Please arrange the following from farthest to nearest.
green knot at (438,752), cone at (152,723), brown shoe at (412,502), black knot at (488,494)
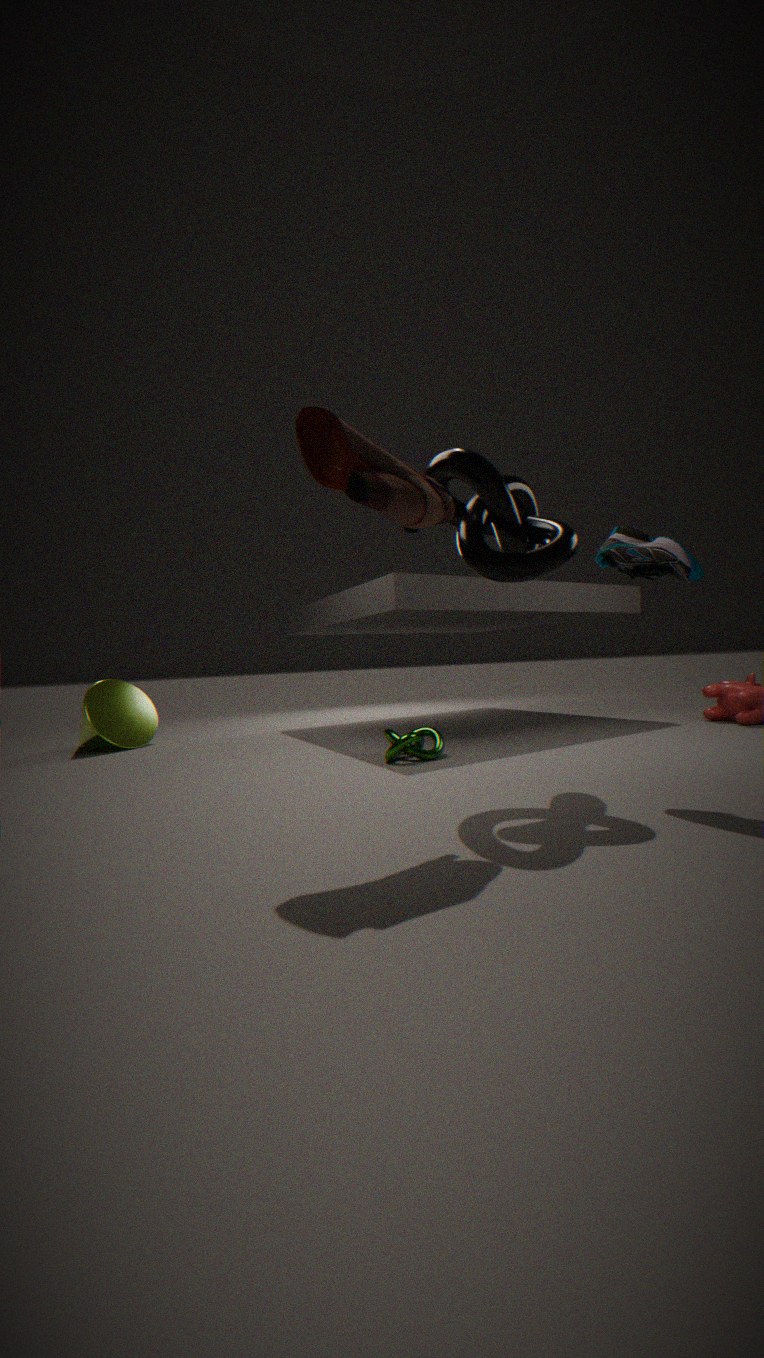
1. cone at (152,723)
2. green knot at (438,752)
3. black knot at (488,494)
4. brown shoe at (412,502)
